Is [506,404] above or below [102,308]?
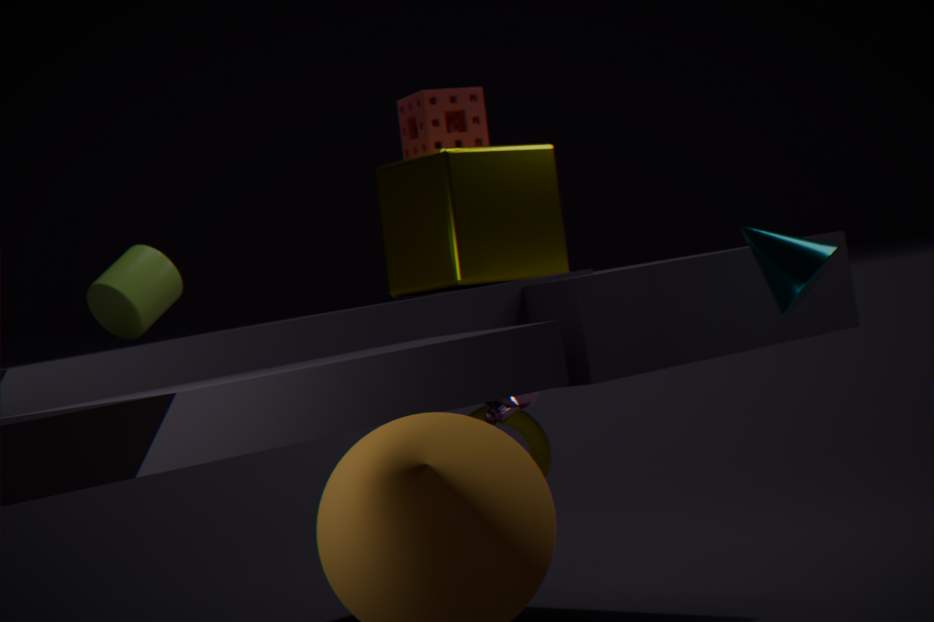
below
